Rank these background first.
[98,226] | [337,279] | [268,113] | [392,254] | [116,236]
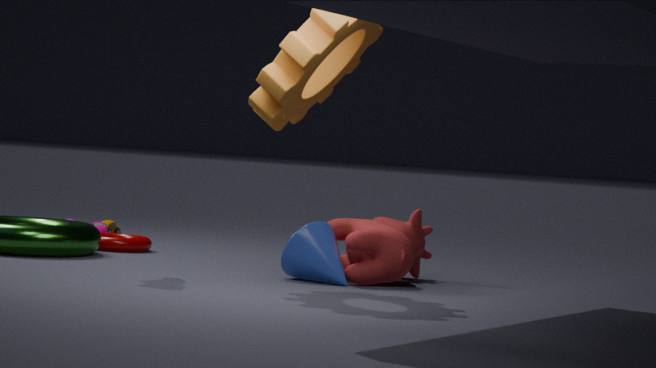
[98,226]
[116,236]
[392,254]
[337,279]
[268,113]
